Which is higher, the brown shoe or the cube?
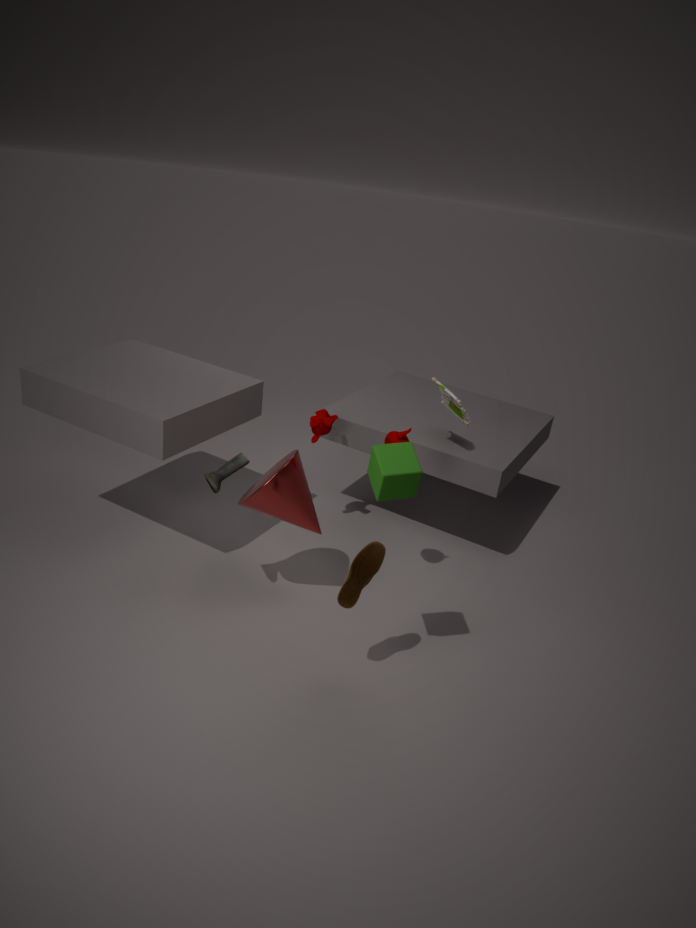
the cube
